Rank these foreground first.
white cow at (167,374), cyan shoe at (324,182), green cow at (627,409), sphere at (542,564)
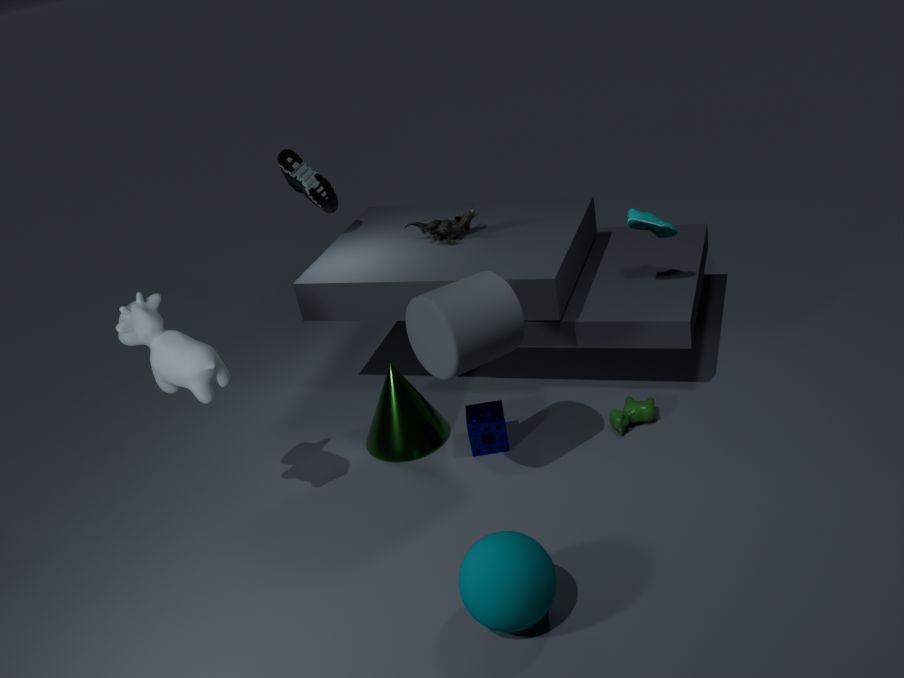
sphere at (542,564) → white cow at (167,374) → green cow at (627,409) → cyan shoe at (324,182)
